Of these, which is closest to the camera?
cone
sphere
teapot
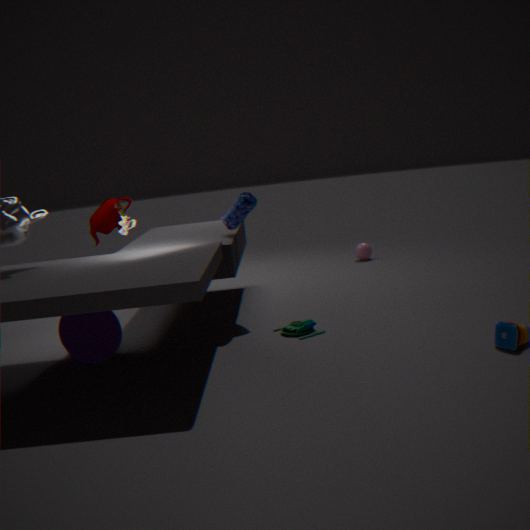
cone
